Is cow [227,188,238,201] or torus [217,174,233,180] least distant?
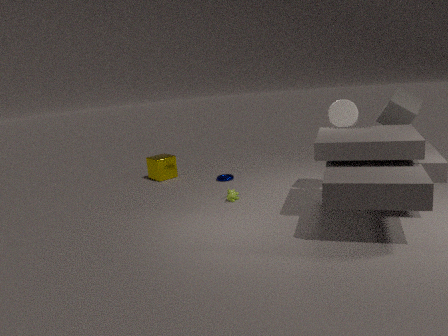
cow [227,188,238,201]
